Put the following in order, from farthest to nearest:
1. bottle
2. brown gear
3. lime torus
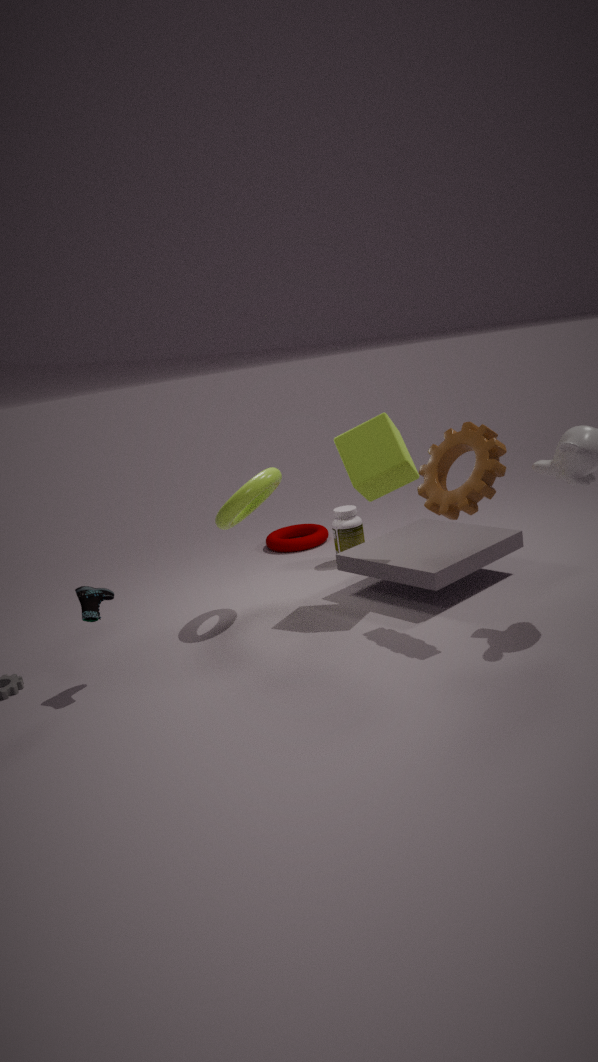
bottle, lime torus, brown gear
